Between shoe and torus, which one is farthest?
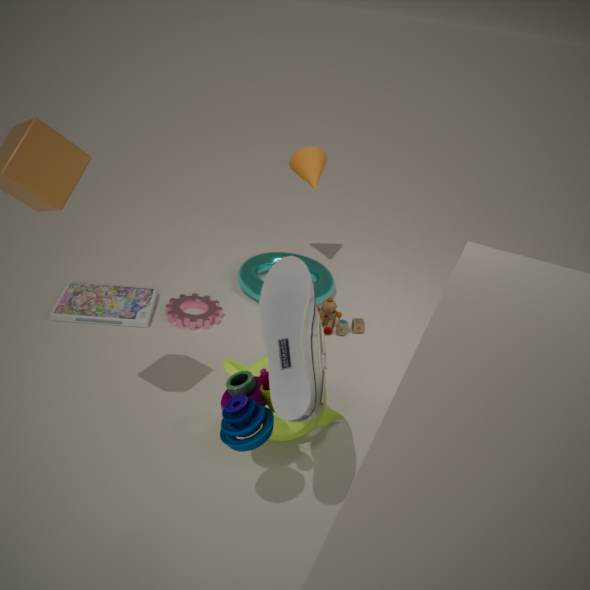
torus
